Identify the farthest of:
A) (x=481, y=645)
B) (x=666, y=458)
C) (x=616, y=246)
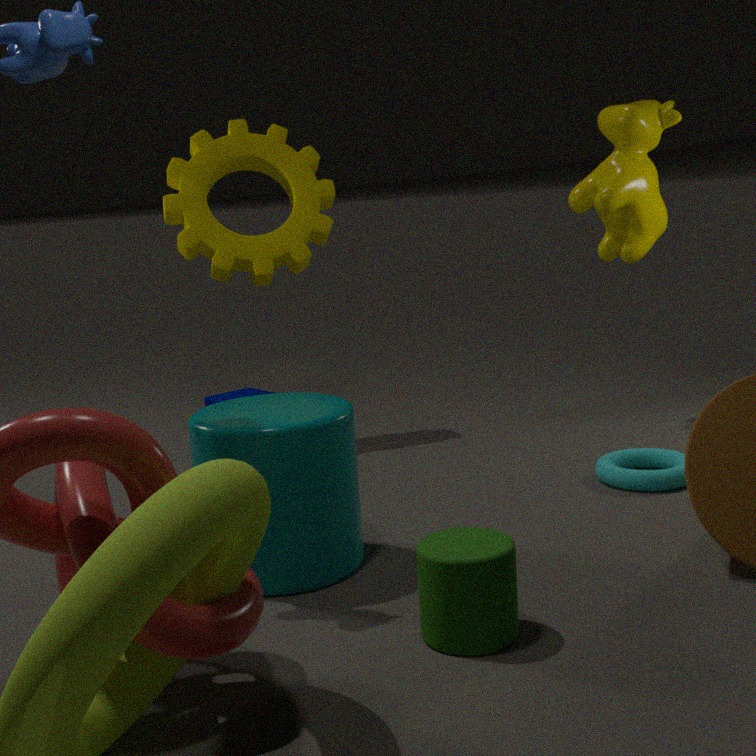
(x=616, y=246)
